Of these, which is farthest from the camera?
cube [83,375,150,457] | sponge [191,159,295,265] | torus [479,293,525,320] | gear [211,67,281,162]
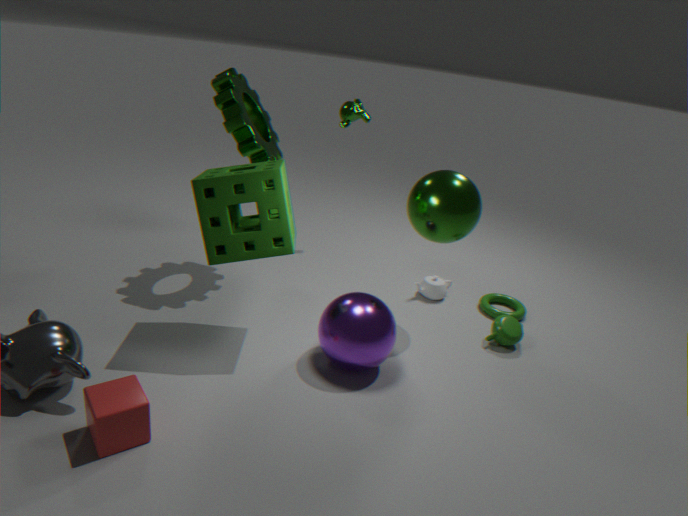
torus [479,293,525,320]
